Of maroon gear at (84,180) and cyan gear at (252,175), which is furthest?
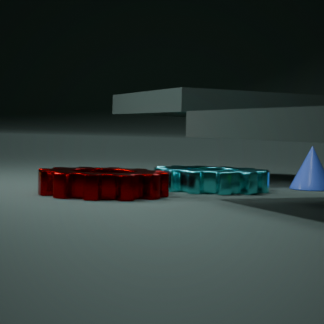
cyan gear at (252,175)
